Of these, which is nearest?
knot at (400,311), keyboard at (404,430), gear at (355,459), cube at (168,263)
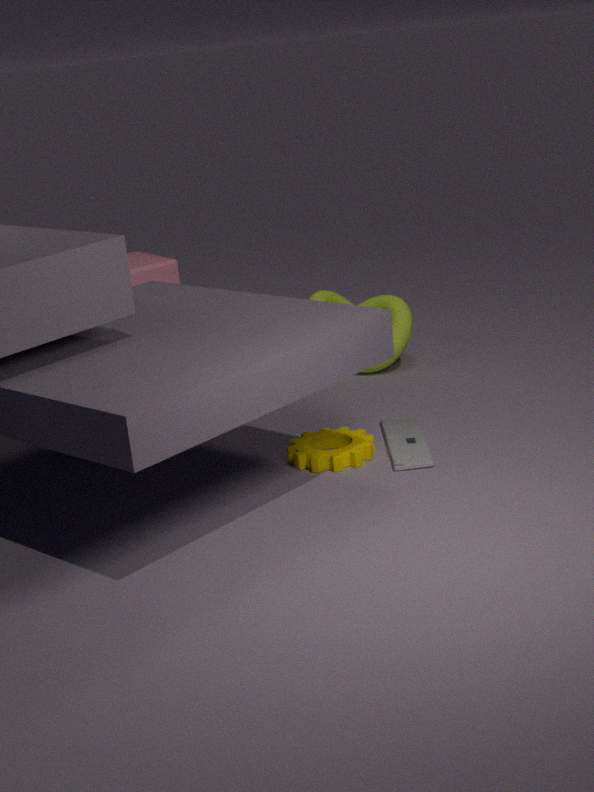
keyboard at (404,430)
